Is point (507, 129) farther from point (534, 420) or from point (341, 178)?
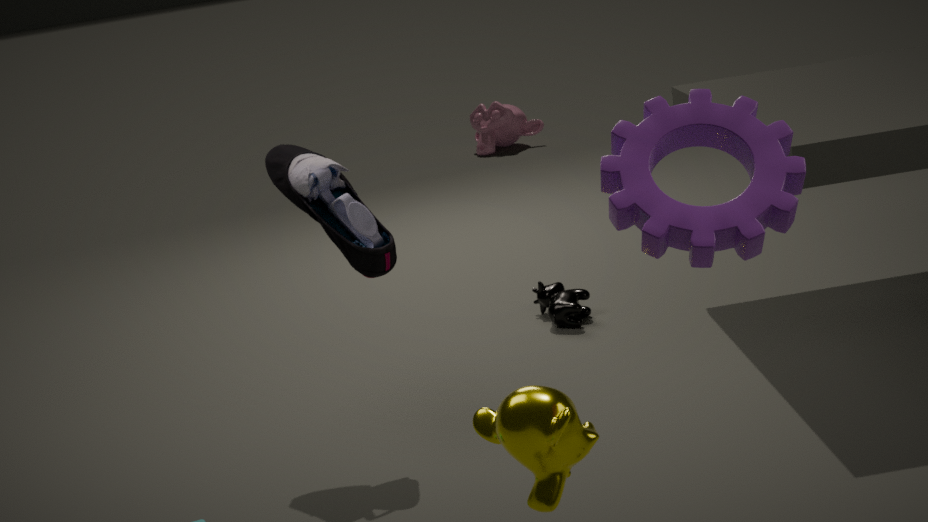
point (534, 420)
